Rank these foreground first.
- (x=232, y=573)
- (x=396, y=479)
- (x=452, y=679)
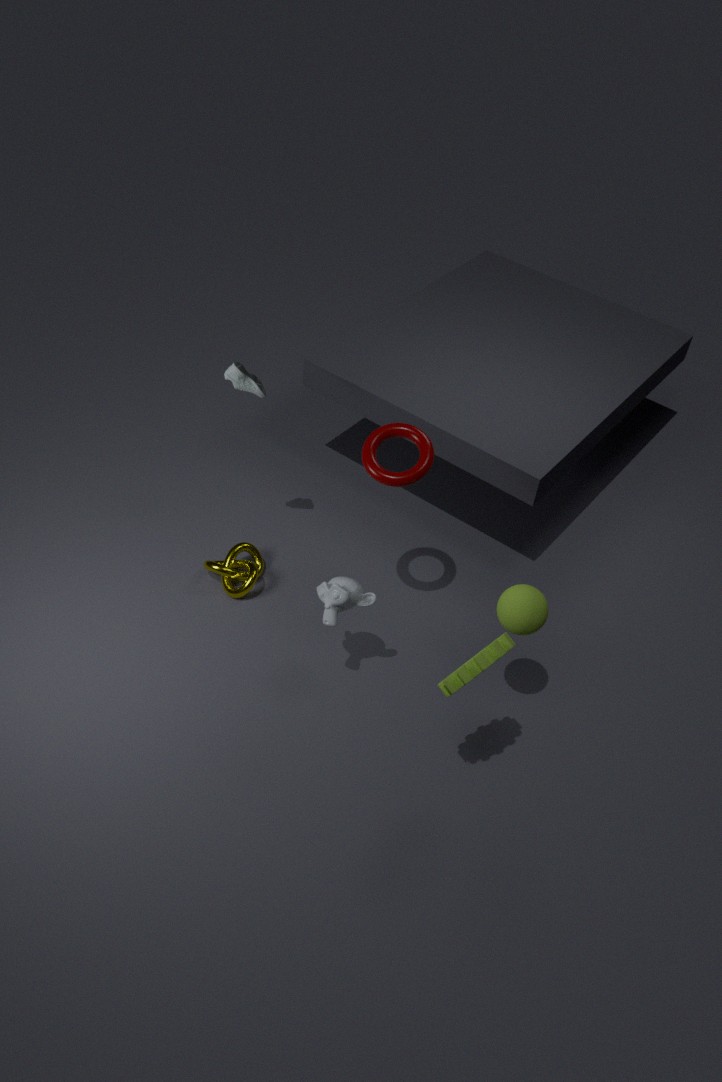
1. (x=452, y=679)
2. (x=396, y=479)
3. (x=232, y=573)
